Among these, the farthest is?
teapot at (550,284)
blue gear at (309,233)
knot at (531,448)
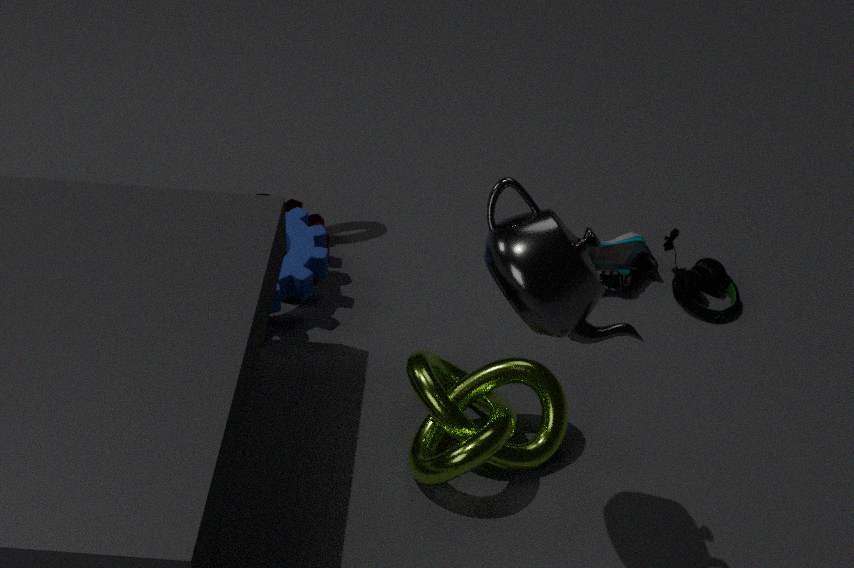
blue gear at (309,233)
